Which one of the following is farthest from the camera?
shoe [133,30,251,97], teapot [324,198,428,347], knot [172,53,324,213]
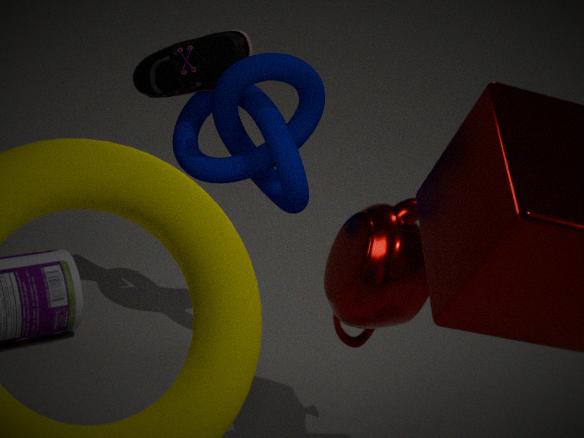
shoe [133,30,251,97]
